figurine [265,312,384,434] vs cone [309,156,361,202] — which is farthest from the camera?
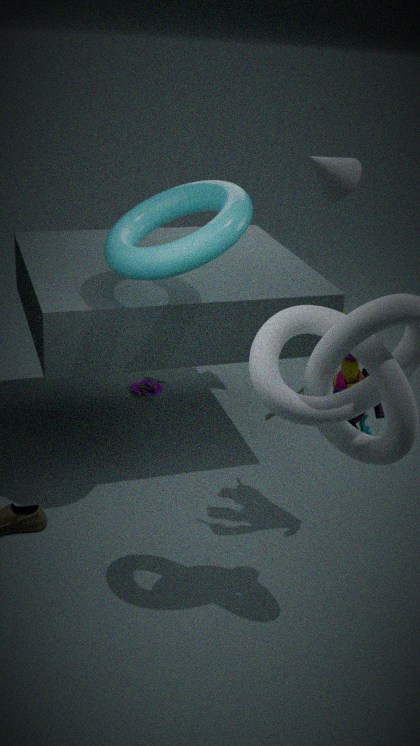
cone [309,156,361,202]
